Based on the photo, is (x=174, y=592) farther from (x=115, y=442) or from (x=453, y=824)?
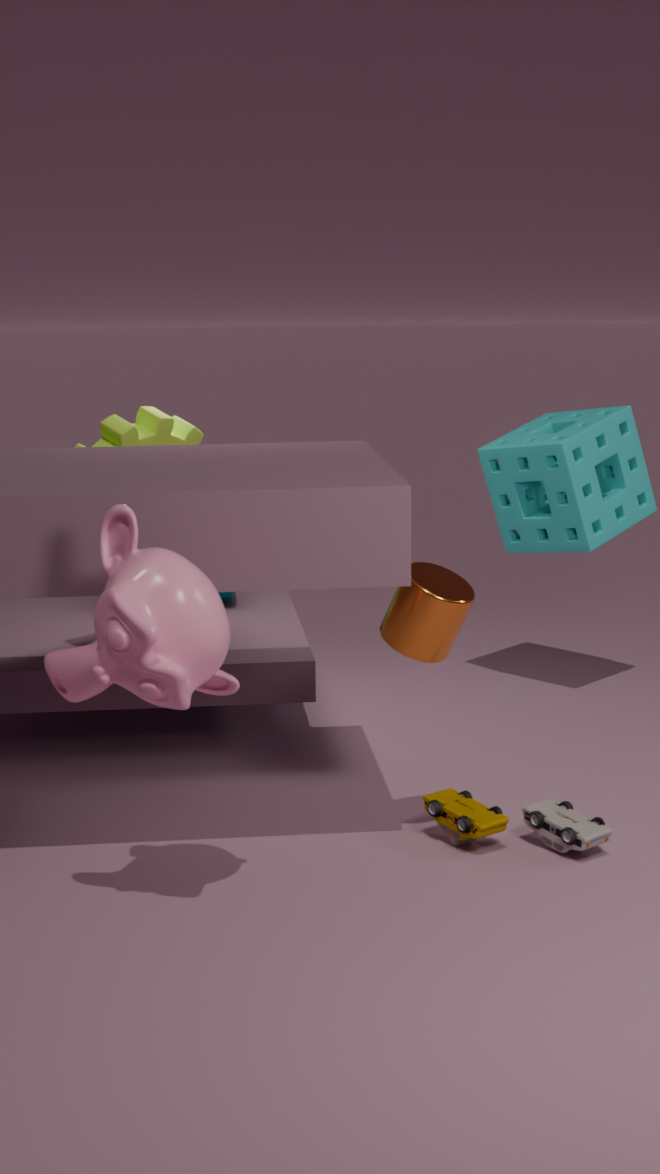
(x=115, y=442)
